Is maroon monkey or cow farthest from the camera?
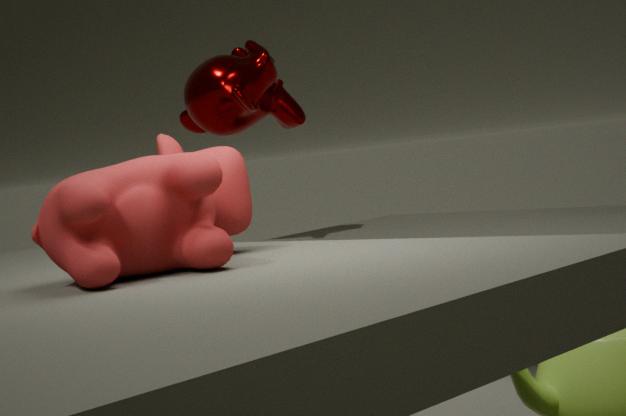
maroon monkey
